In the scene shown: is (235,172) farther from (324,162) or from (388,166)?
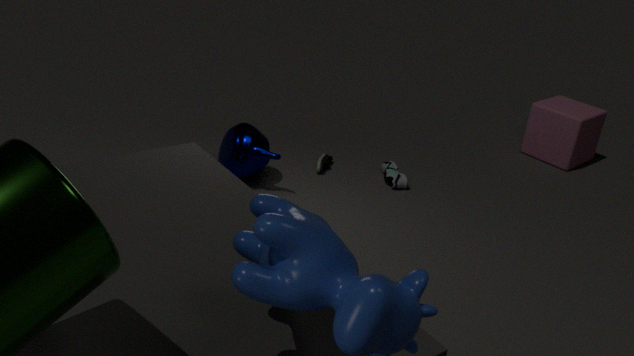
(388,166)
